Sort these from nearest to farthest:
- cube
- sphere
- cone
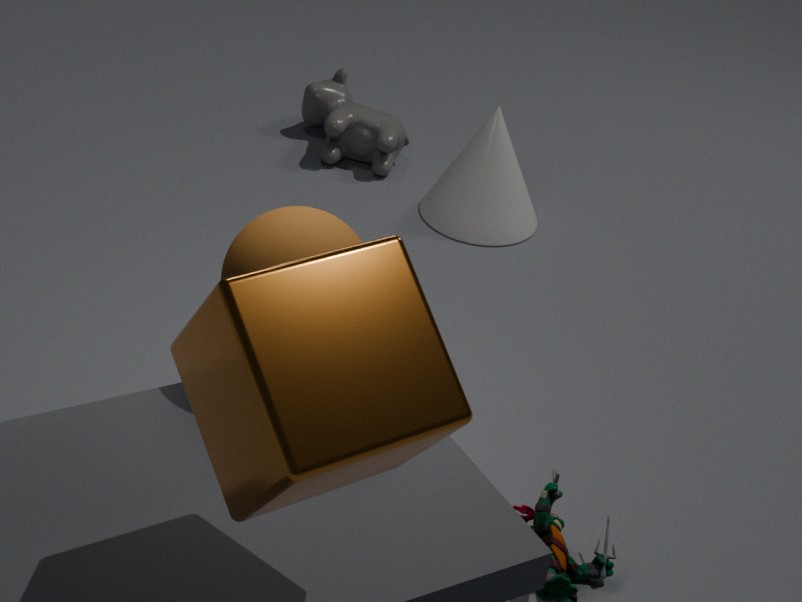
cube
sphere
cone
